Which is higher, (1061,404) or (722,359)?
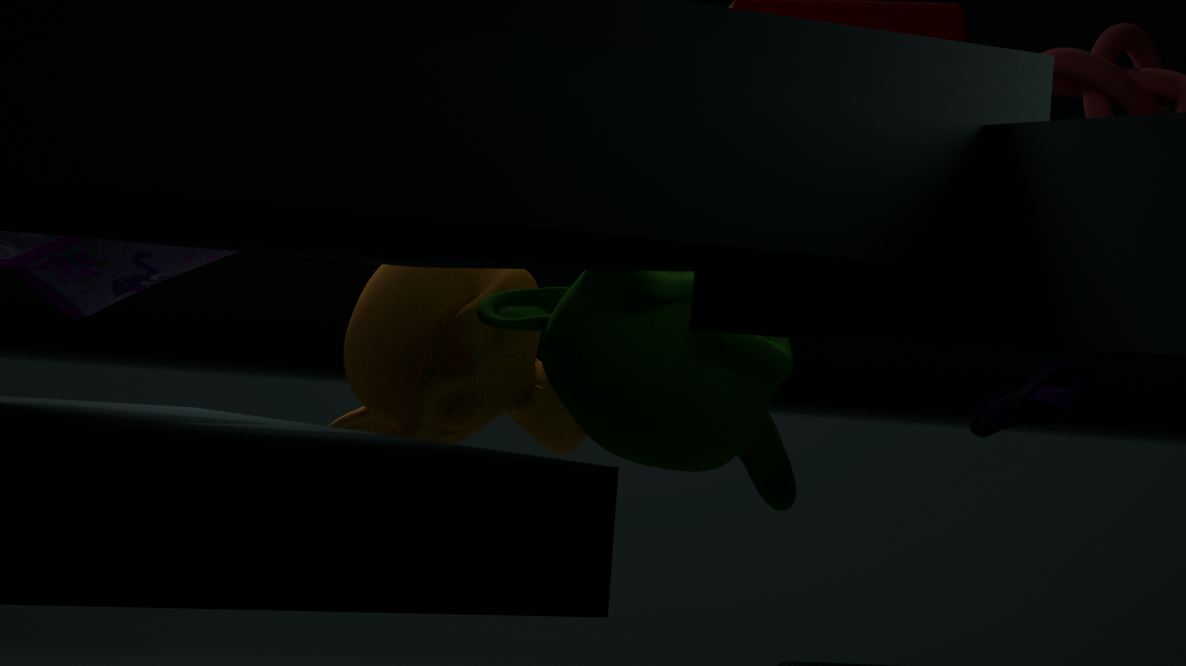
(722,359)
